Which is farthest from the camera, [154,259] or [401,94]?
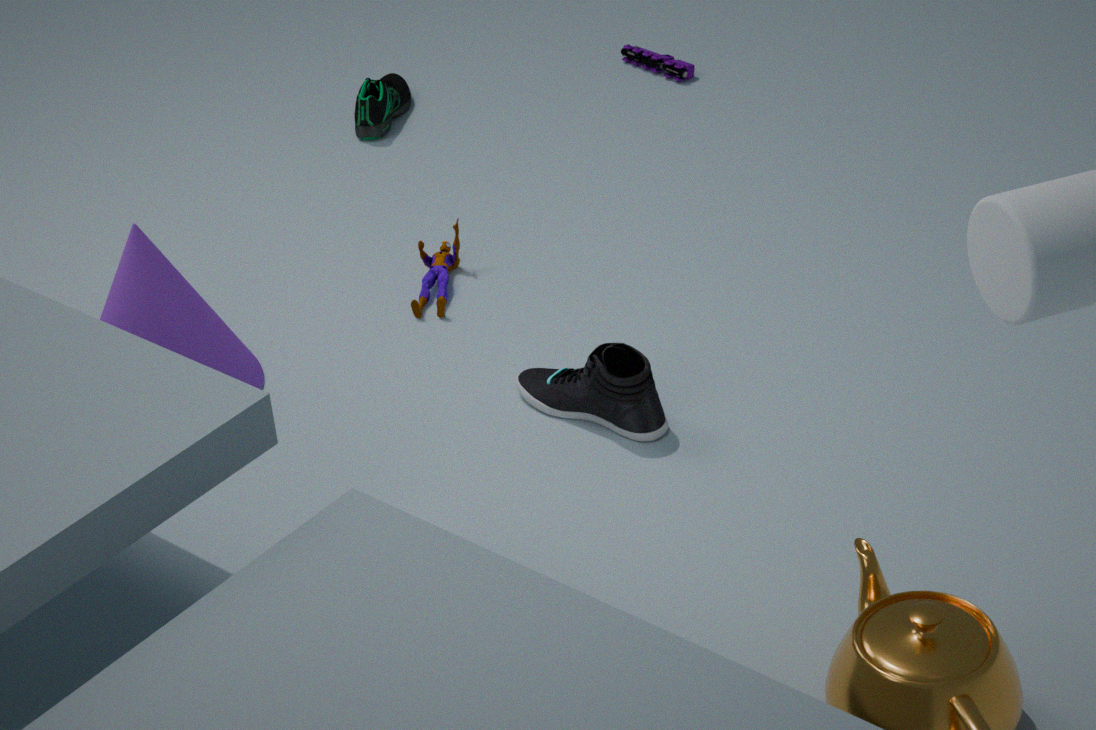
[401,94]
